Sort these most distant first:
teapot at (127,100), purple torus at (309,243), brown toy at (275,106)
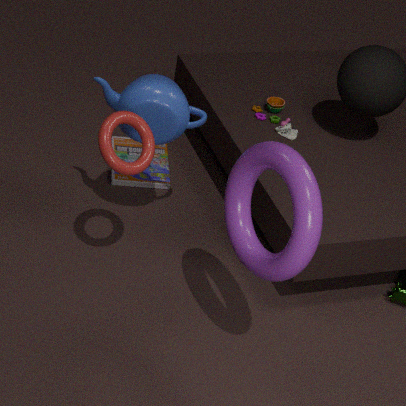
brown toy at (275,106)
teapot at (127,100)
purple torus at (309,243)
